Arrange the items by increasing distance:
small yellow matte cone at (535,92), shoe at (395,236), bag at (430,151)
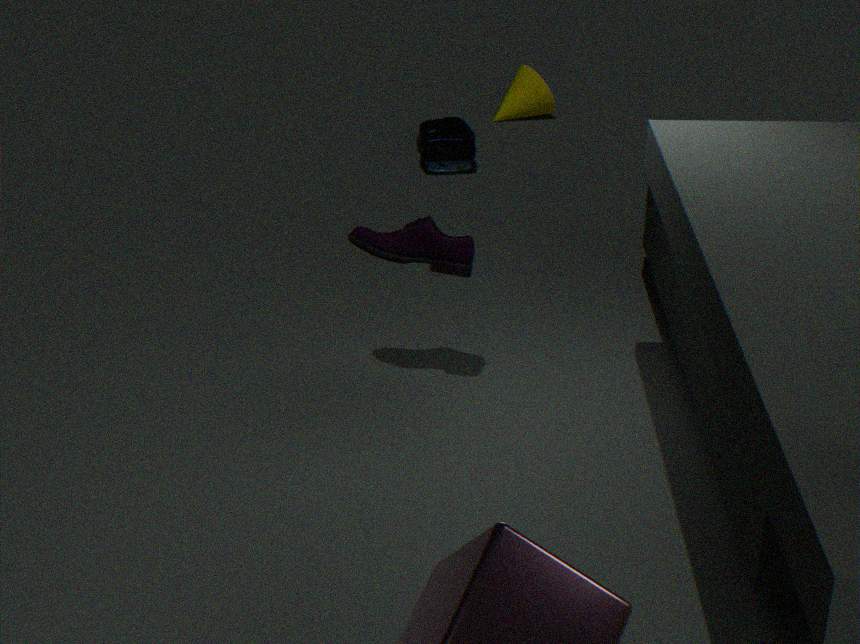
shoe at (395,236), bag at (430,151), small yellow matte cone at (535,92)
